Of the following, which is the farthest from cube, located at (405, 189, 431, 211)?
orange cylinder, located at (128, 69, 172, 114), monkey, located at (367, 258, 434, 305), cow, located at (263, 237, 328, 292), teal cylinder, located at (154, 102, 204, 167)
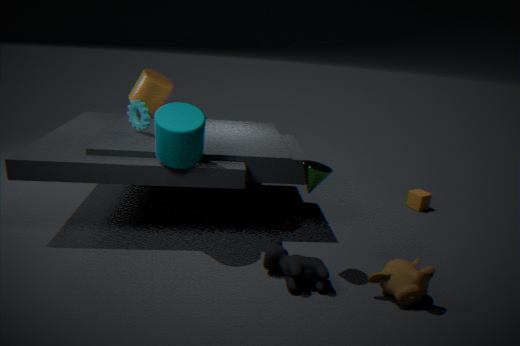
orange cylinder, located at (128, 69, 172, 114)
